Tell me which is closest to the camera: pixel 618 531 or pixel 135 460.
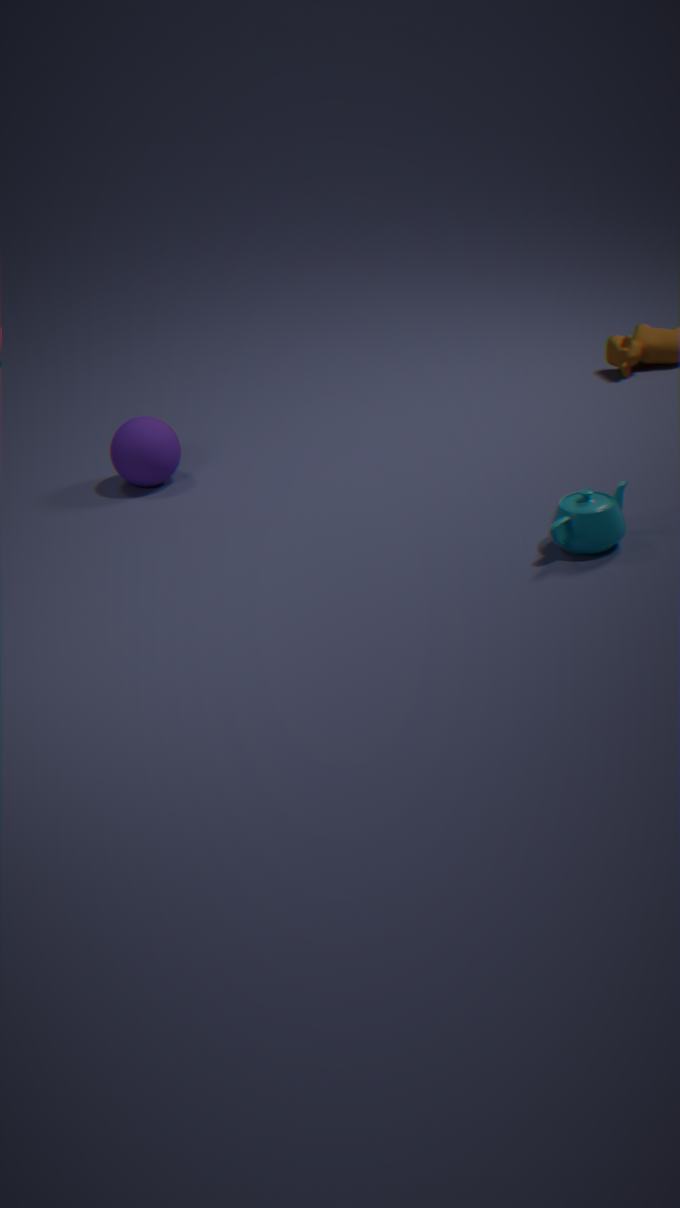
pixel 618 531
